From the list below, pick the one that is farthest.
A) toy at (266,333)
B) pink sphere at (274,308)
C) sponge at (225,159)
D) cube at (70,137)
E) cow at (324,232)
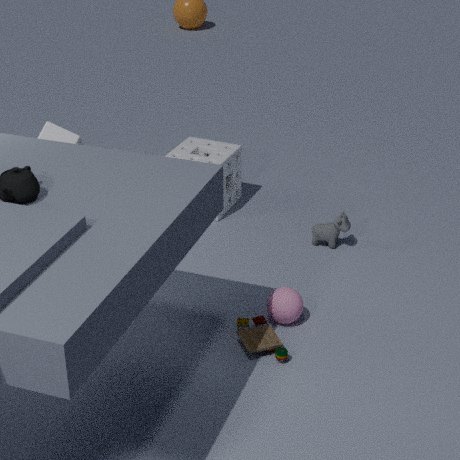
sponge at (225,159)
